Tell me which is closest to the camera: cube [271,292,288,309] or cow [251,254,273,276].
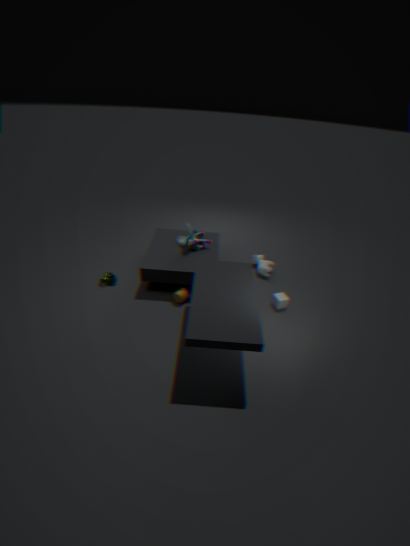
cube [271,292,288,309]
